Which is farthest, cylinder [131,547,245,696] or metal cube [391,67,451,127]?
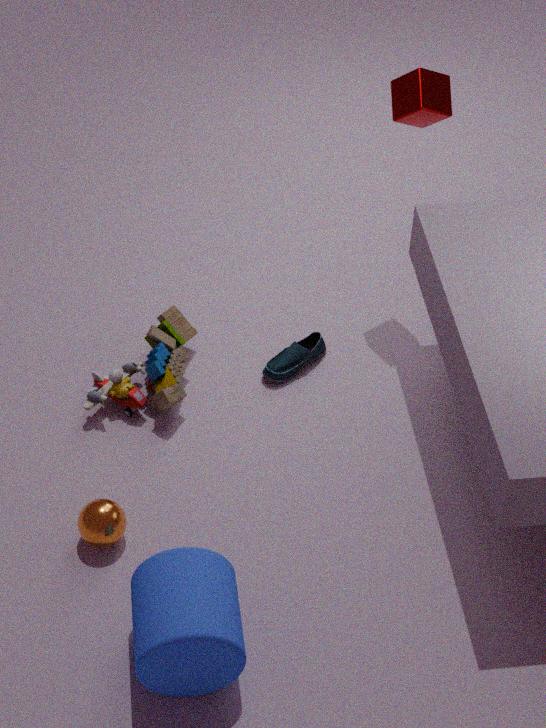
metal cube [391,67,451,127]
